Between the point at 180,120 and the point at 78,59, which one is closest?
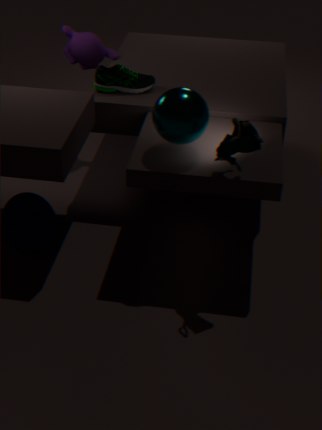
the point at 180,120
